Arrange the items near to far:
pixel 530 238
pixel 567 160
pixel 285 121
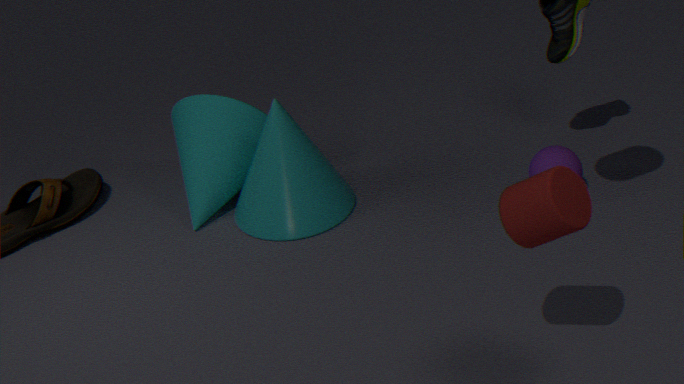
pixel 530 238
pixel 567 160
pixel 285 121
